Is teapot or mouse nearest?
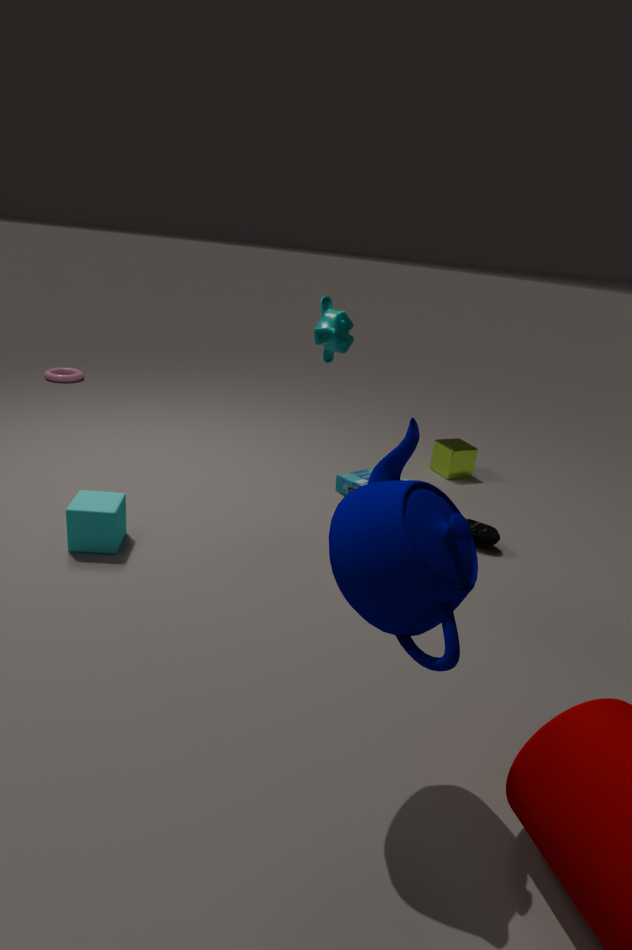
teapot
